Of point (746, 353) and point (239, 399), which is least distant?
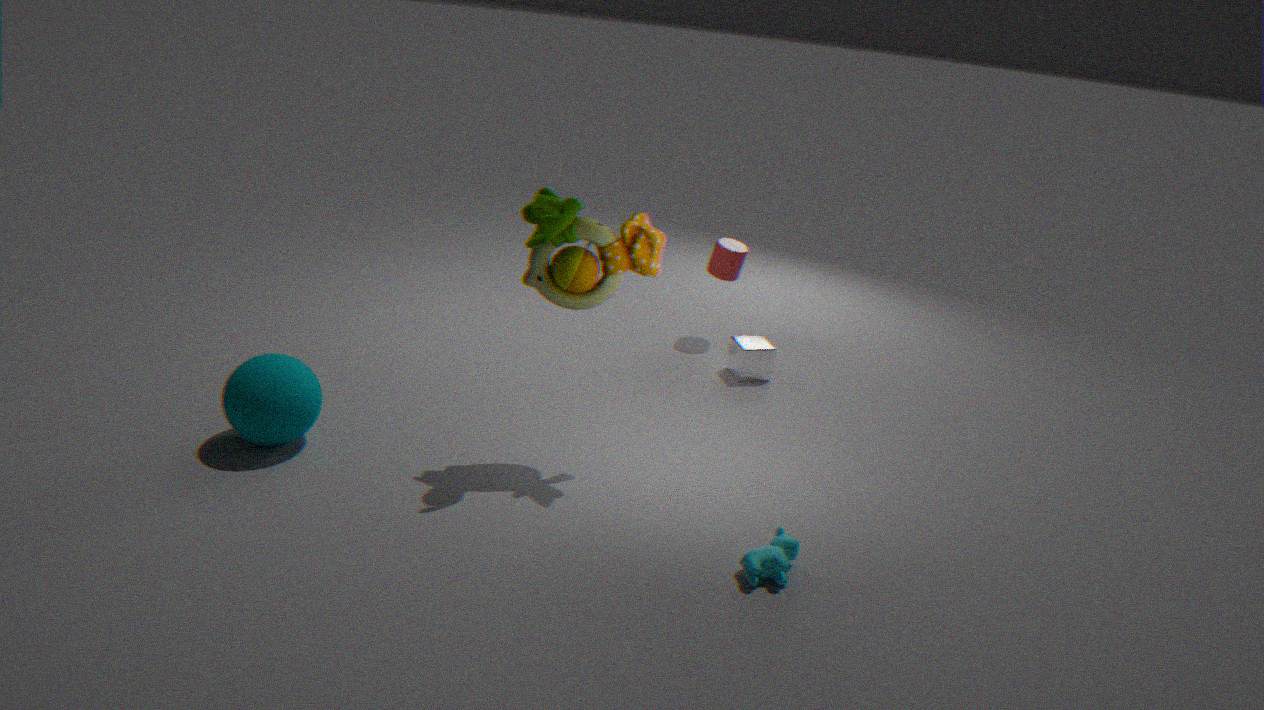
point (239, 399)
